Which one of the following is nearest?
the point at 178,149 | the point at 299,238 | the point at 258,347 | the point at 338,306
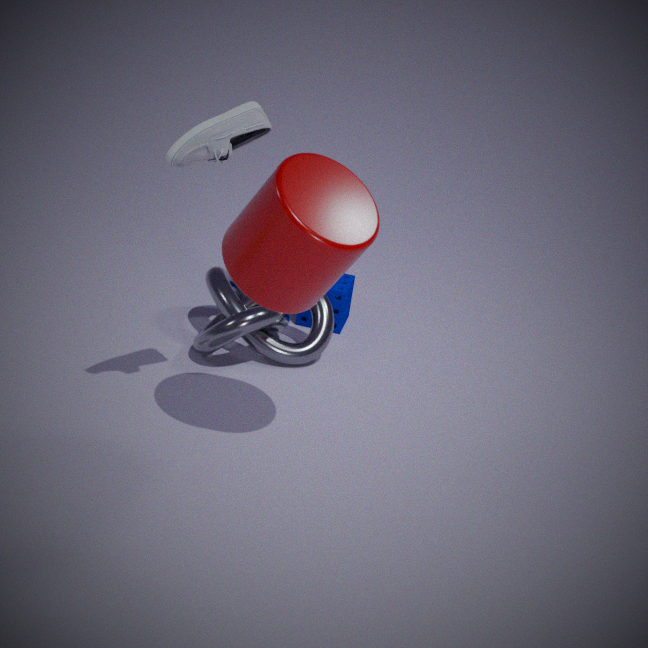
the point at 299,238
